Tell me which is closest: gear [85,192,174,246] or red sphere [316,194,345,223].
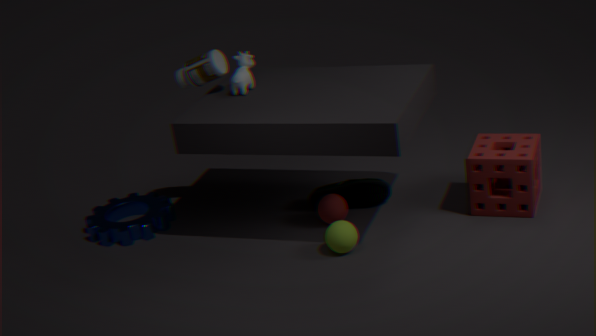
red sphere [316,194,345,223]
